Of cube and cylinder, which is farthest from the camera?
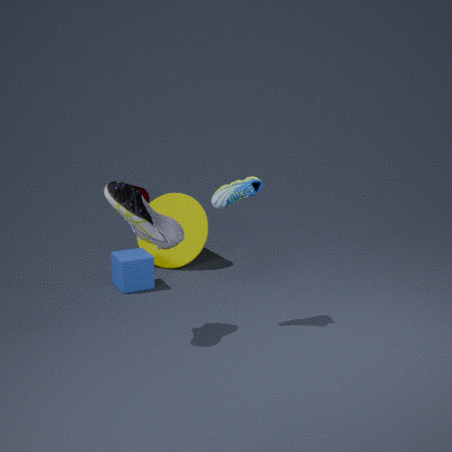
cylinder
